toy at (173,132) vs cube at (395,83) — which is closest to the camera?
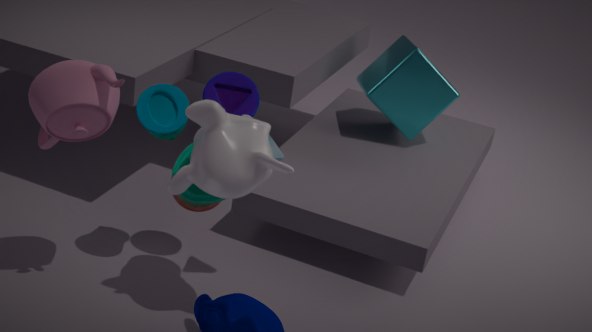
toy at (173,132)
